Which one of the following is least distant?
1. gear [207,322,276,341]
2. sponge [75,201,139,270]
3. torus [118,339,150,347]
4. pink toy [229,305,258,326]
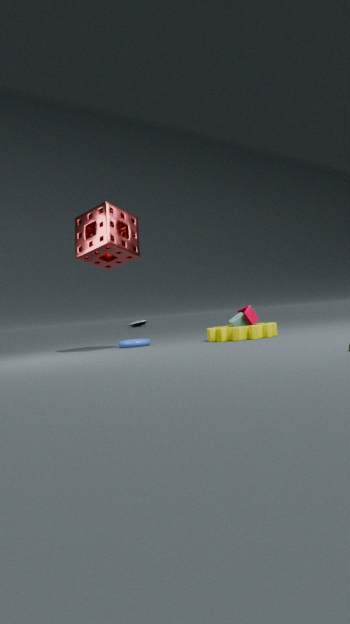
gear [207,322,276,341]
